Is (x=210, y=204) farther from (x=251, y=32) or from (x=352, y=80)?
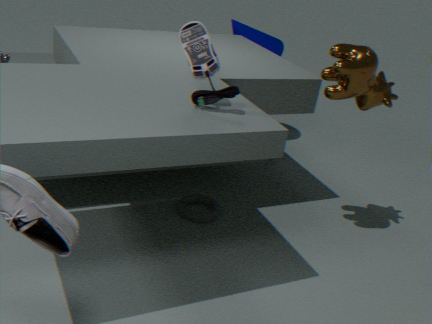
(x=251, y=32)
